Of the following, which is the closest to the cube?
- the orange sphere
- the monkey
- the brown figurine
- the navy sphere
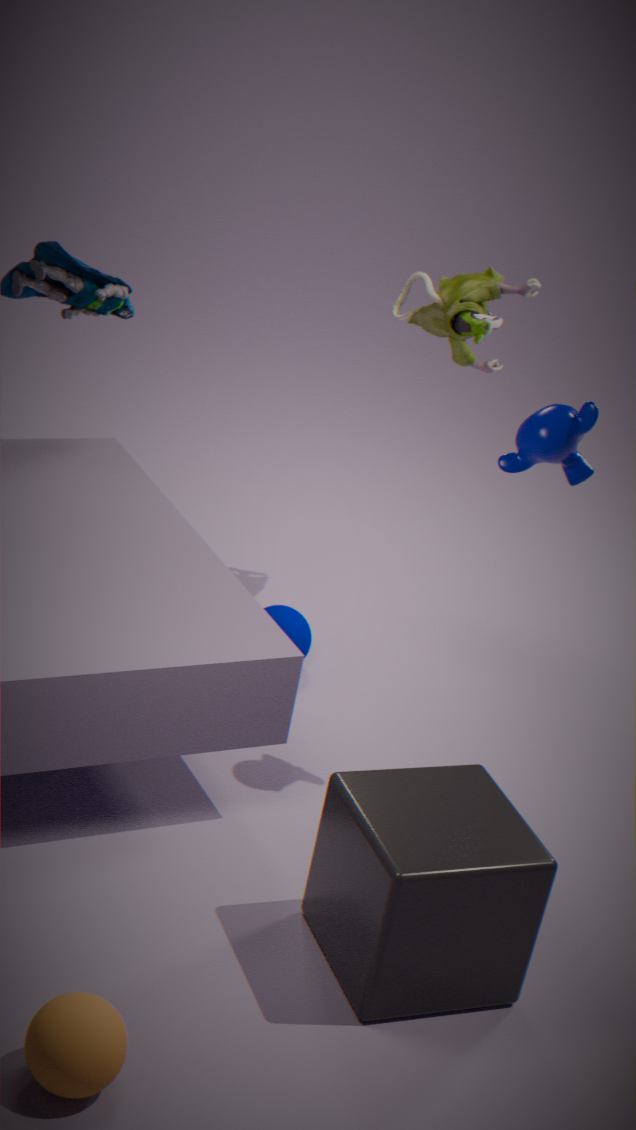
the orange sphere
